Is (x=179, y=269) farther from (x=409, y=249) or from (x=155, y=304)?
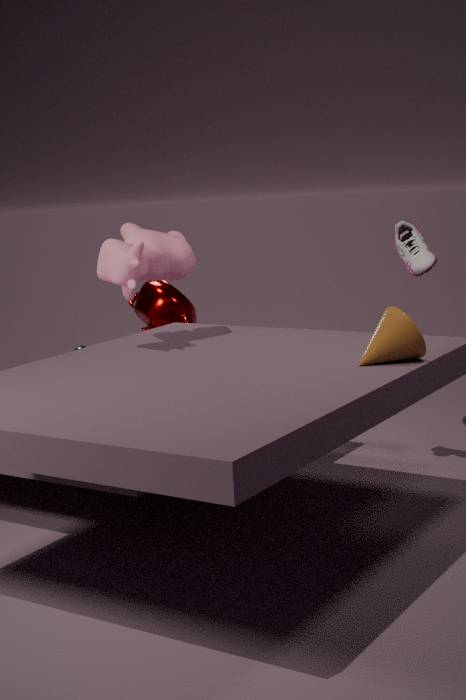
(x=409, y=249)
